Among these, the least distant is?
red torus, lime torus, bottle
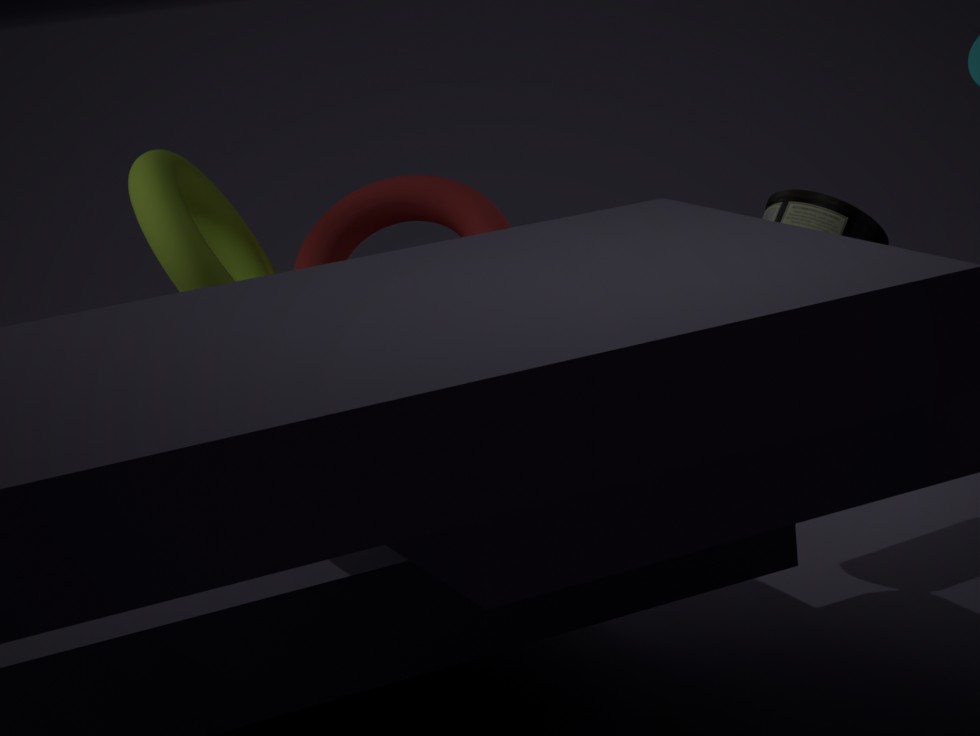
bottle
